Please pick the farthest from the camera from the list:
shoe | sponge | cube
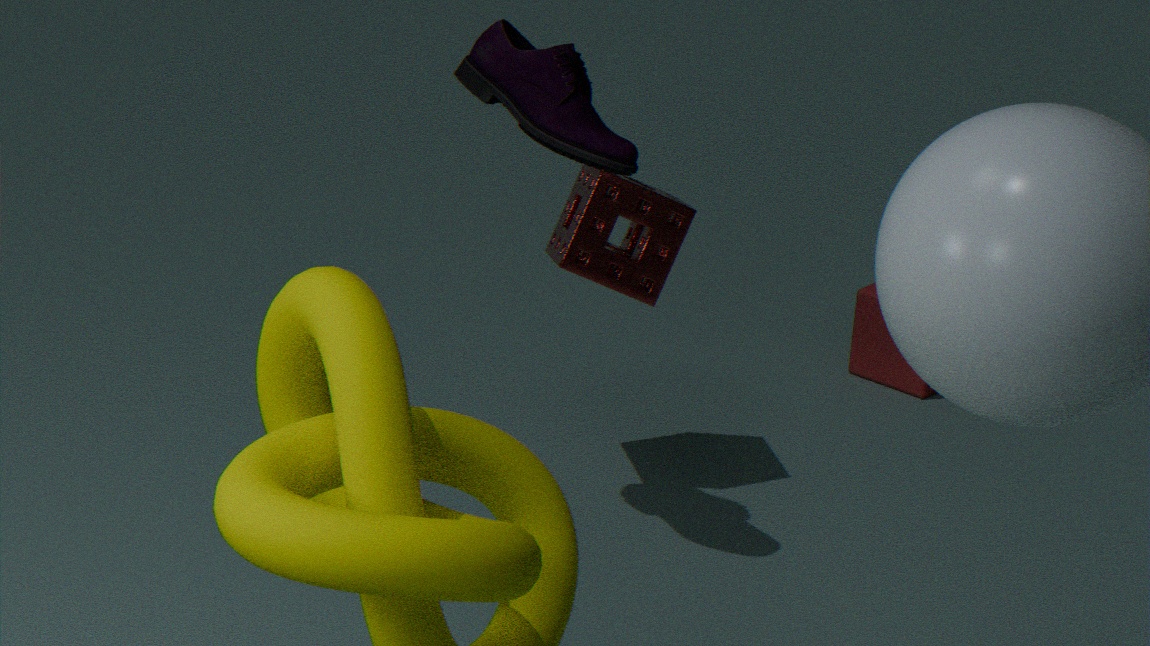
cube
